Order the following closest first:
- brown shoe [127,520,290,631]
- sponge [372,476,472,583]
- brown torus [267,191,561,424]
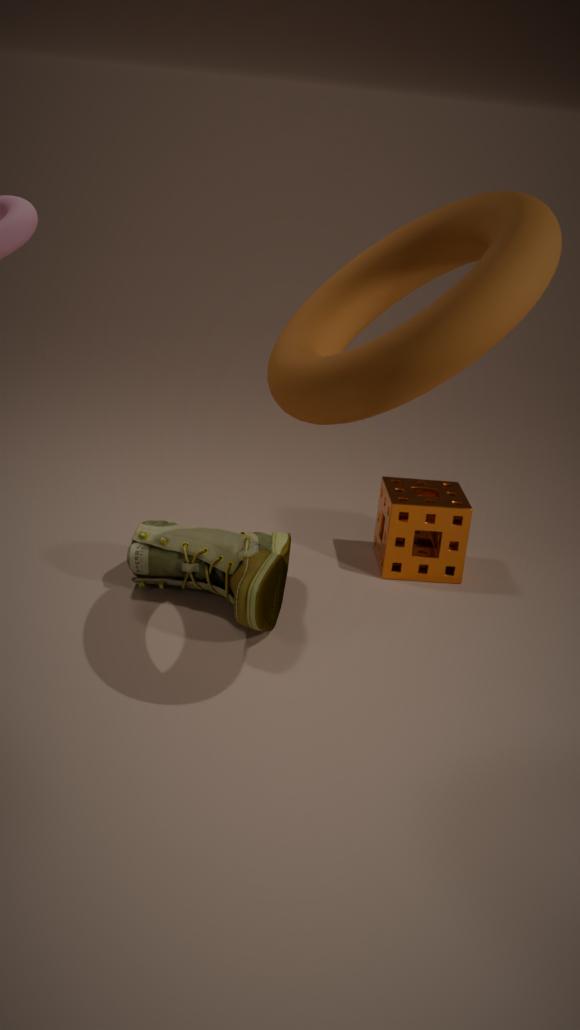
brown torus [267,191,561,424]
brown shoe [127,520,290,631]
sponge [372,476,472,583]
